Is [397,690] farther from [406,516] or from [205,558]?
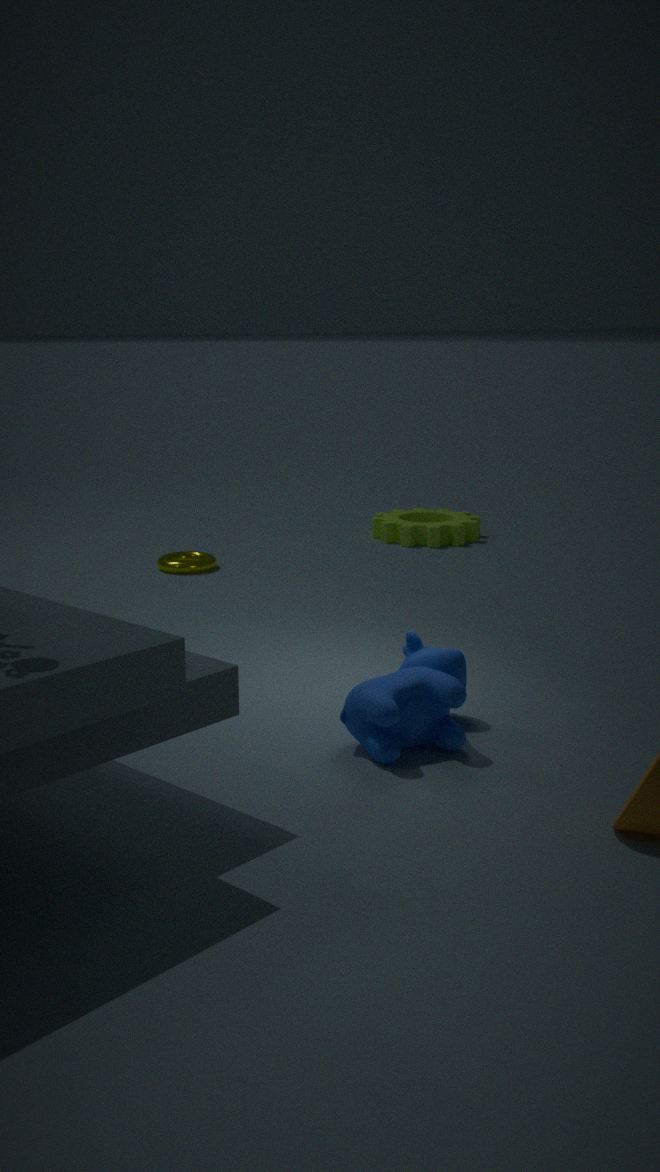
[406,516]
